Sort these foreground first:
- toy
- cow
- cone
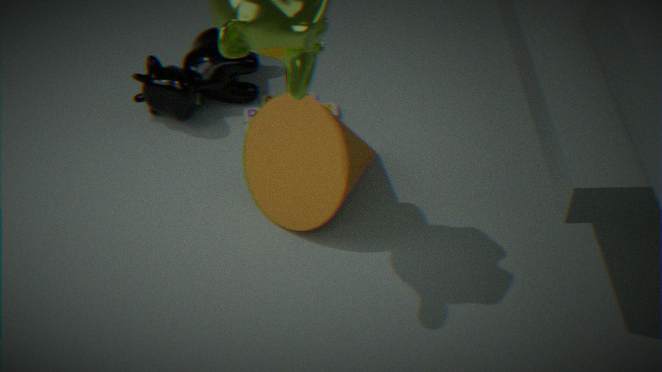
cone
cow
toy
